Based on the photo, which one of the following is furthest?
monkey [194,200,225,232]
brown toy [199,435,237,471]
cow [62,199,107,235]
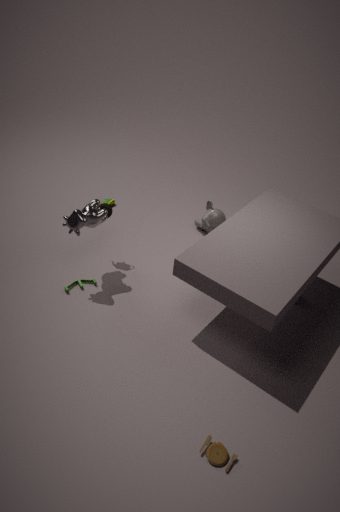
monkey [194,200,225,232]
